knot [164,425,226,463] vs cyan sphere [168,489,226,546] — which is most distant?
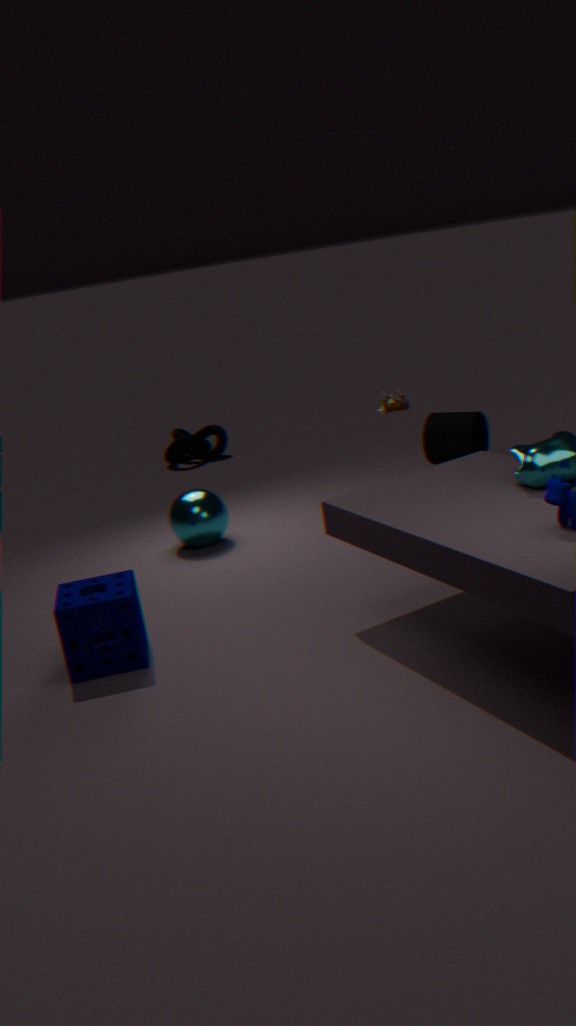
knot [164,425,226,463]
